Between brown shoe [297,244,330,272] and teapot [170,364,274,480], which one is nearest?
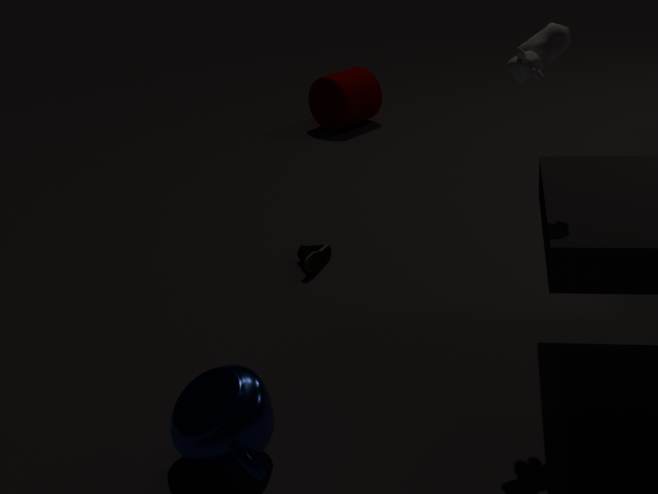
teapot [170,364,274,480]
